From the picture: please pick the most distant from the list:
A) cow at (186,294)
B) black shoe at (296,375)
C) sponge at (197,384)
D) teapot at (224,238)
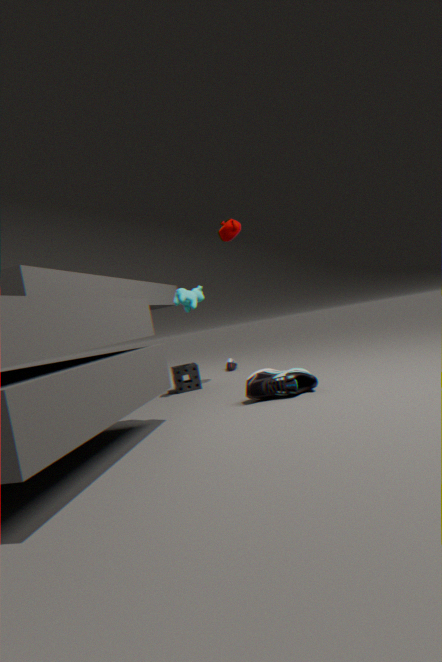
sponge at (197,384)
